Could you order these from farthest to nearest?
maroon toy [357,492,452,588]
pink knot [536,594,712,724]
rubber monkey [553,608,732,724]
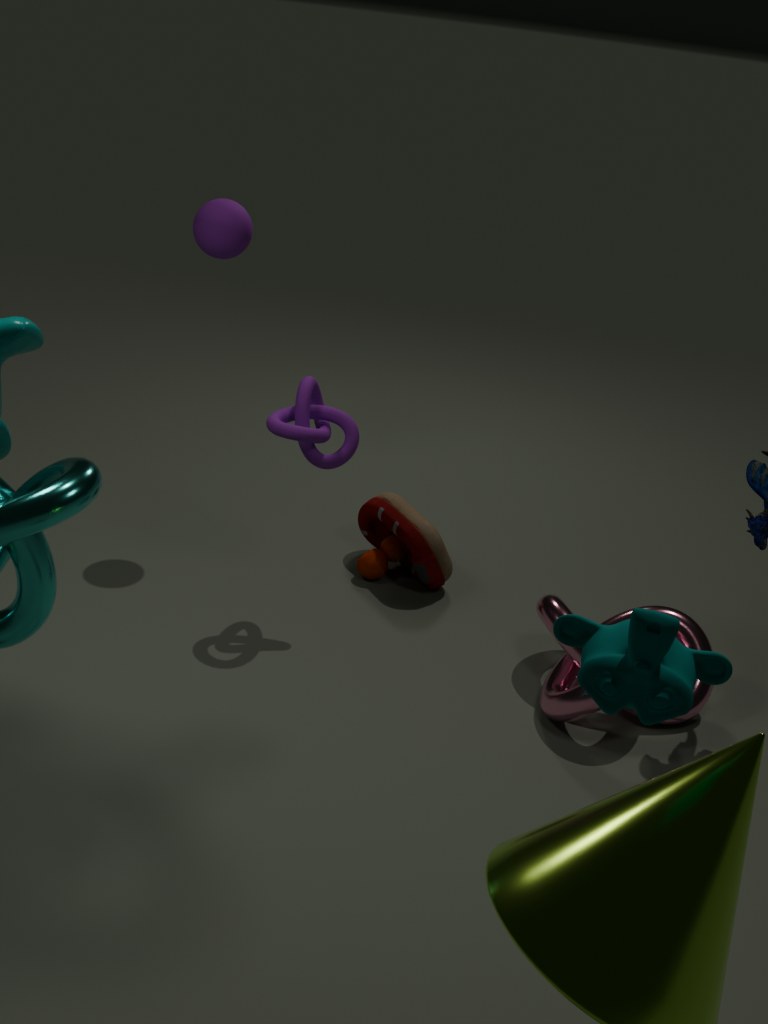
maroon toy [357,492,452,588] → pink knot [536,594,712,724] → rubber monkey [553,608,732,724]
